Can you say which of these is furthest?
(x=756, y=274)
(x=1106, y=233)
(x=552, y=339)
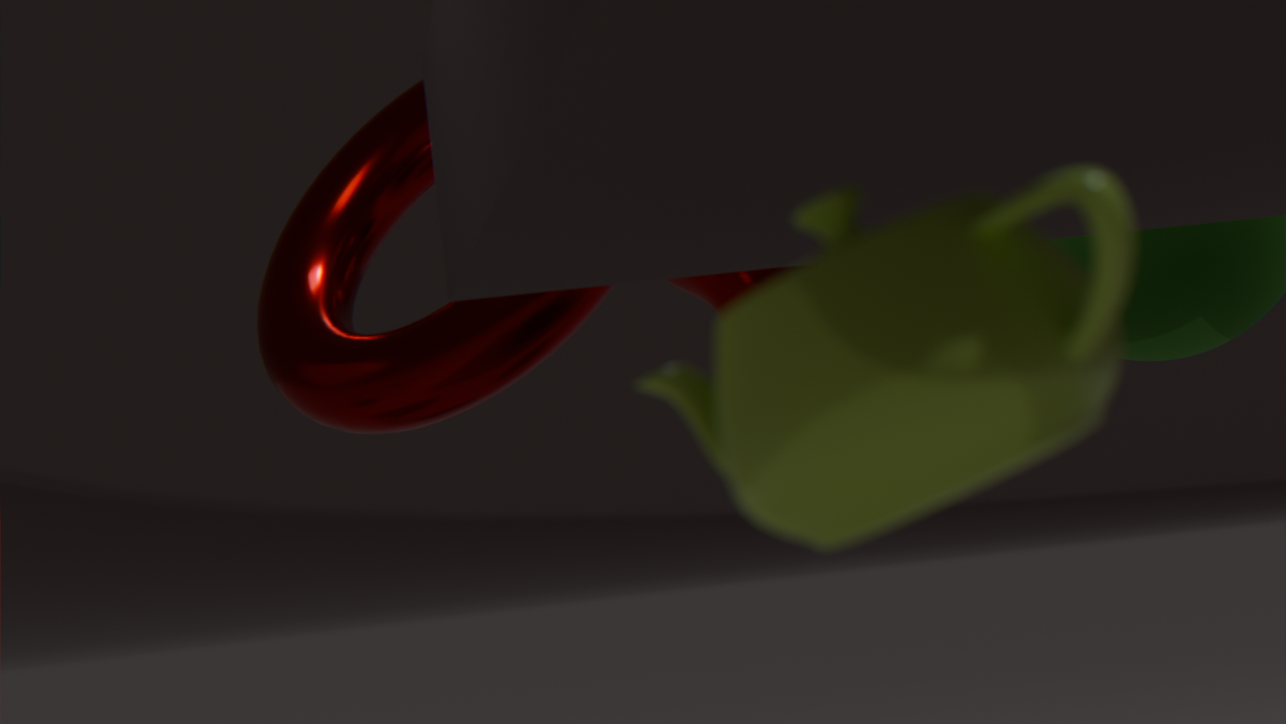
(x=756, y=274)
